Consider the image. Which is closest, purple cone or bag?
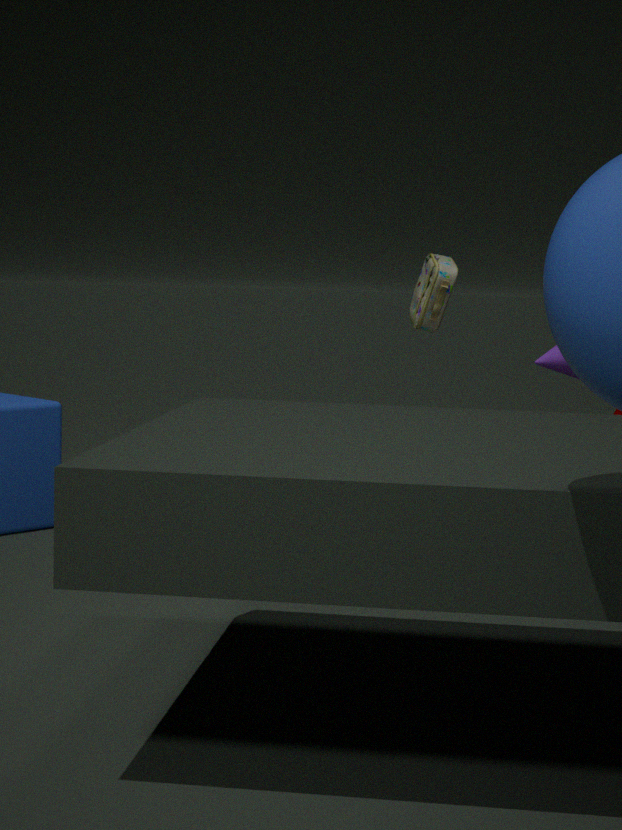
purple cone
